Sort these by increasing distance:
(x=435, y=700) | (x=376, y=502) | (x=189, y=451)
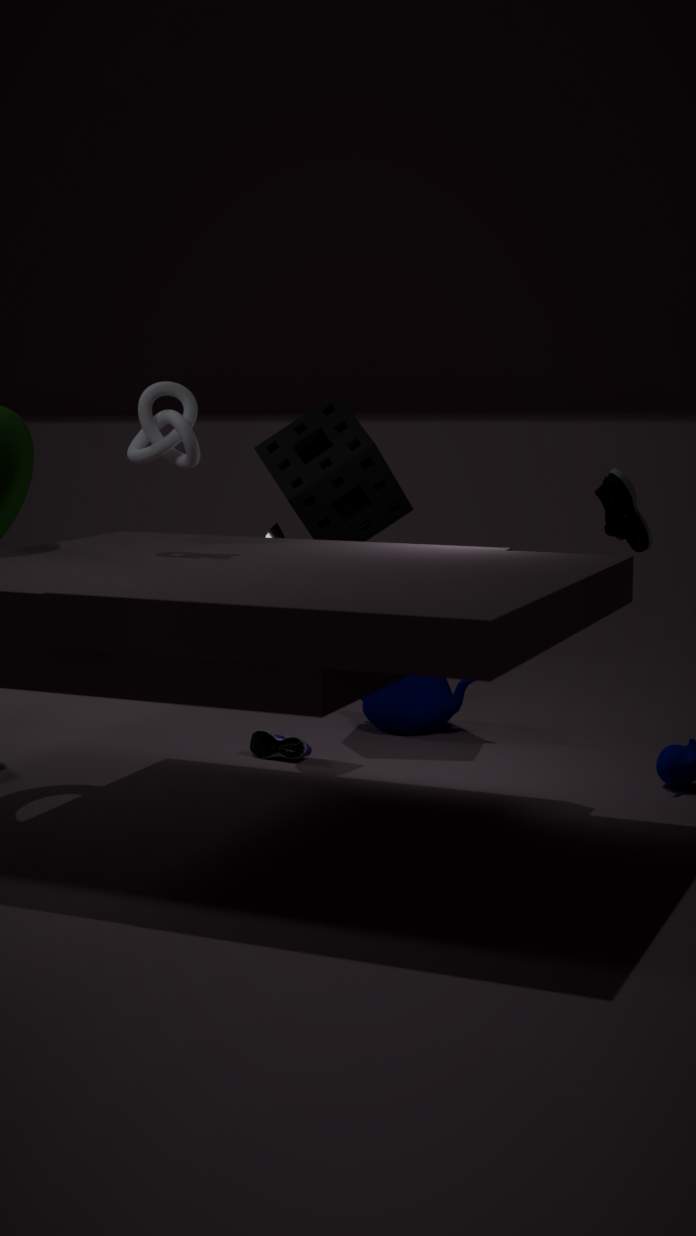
(x=189, y=451) < (x=435, y=700) < (x=376, y=502)
